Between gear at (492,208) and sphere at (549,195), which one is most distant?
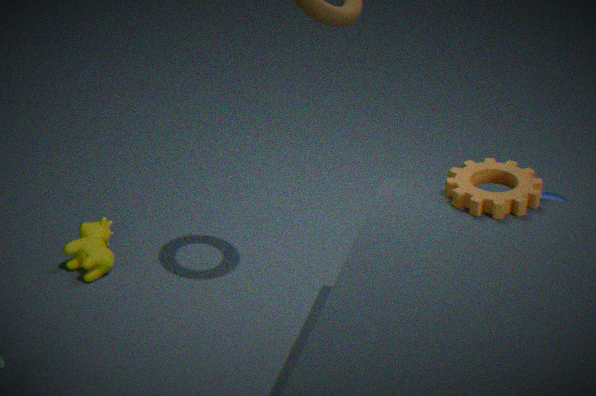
sphere at (549,195)
